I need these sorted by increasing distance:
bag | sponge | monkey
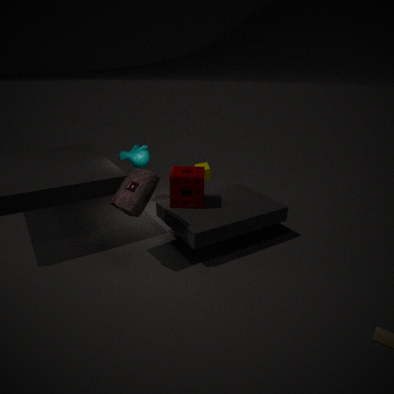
bag, sponge, monkey
